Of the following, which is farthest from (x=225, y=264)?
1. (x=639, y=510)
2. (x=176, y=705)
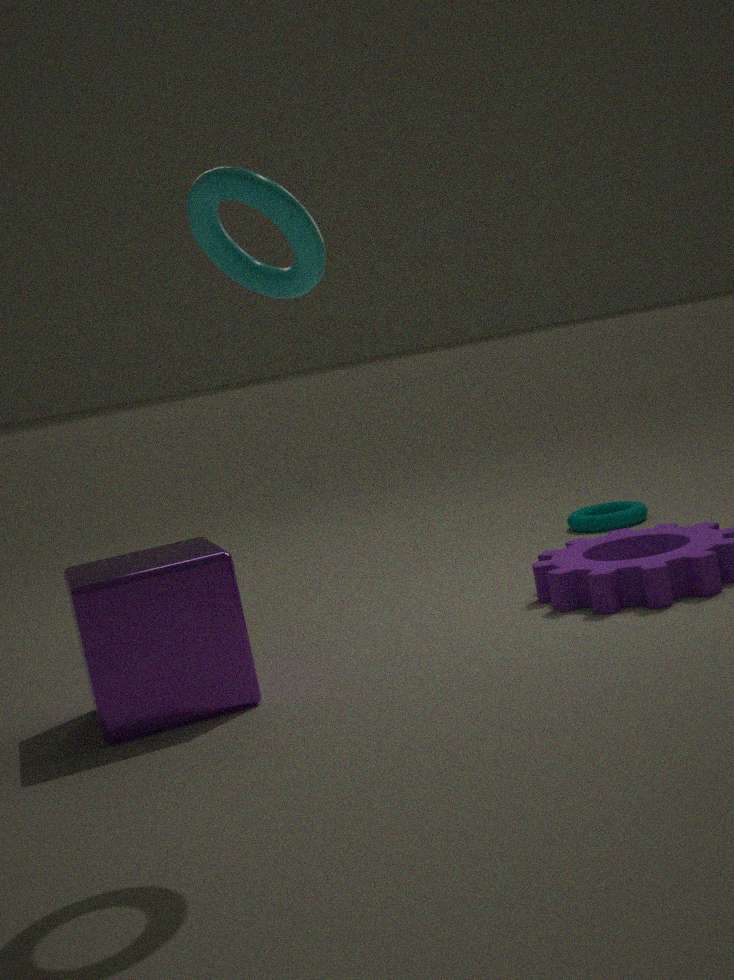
(x=639, y=510)
